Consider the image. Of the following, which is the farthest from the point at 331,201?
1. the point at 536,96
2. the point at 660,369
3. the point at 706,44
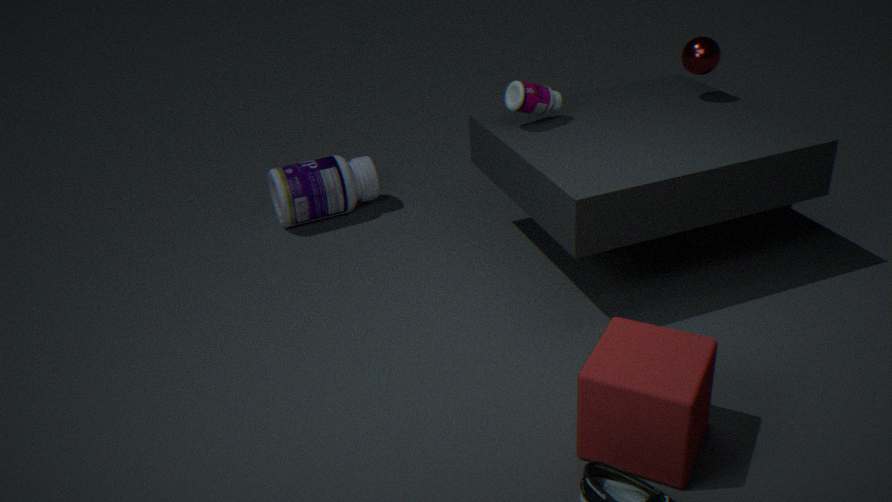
the point at 660,369
